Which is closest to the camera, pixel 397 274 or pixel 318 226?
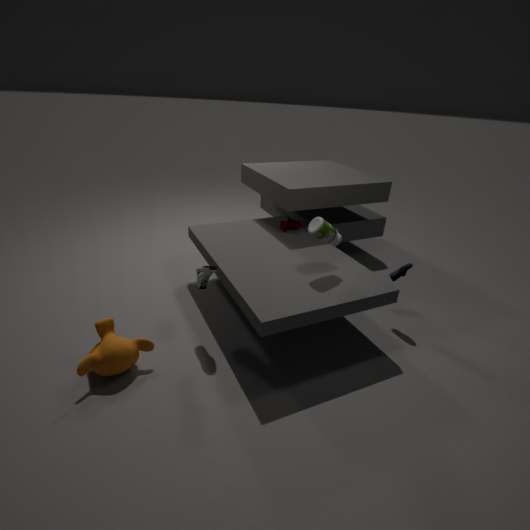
pixel 318 226
